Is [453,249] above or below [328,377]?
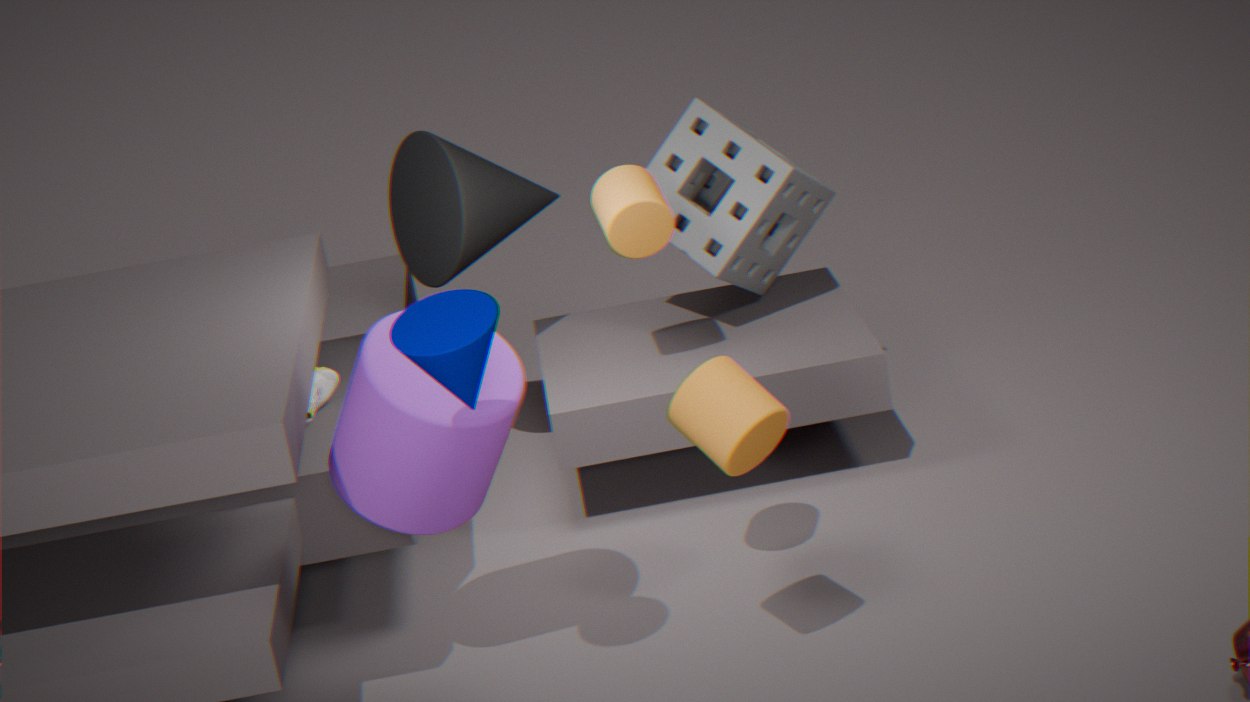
above
